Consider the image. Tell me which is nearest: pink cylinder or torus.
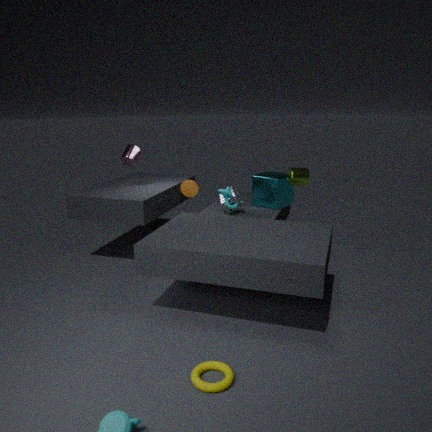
torus
